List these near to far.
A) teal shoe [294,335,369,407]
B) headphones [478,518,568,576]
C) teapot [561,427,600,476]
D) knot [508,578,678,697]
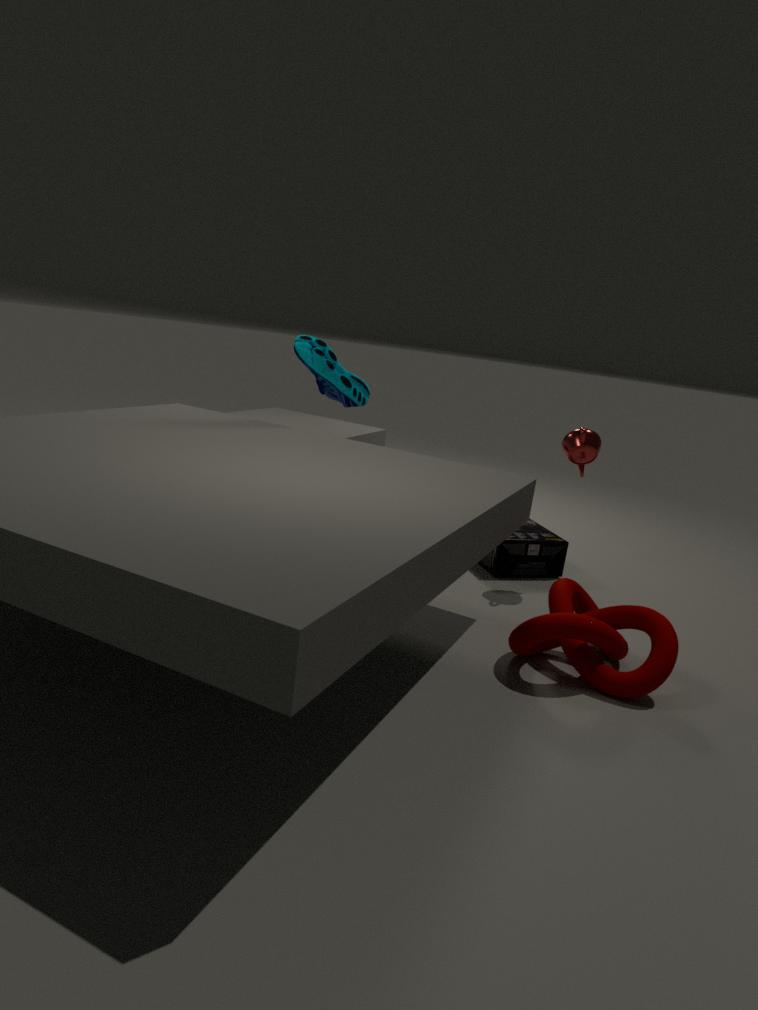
knot [508,578,678,697] < teapot [561,427,600,476] < headphones [478,518,568,576] < teal shoe [294,335,369,407]
